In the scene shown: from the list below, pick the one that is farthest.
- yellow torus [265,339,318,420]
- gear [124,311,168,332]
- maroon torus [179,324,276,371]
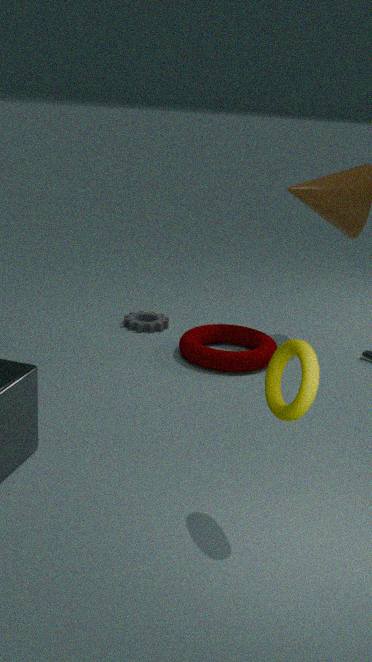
gear [124,311,168,332]
